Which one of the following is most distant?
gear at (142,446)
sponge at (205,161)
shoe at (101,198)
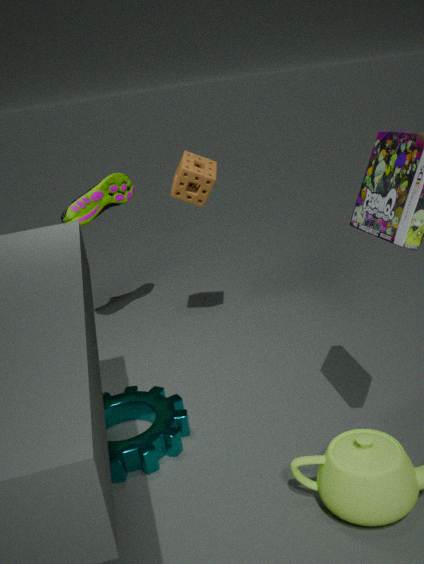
shoe at (101,198)
